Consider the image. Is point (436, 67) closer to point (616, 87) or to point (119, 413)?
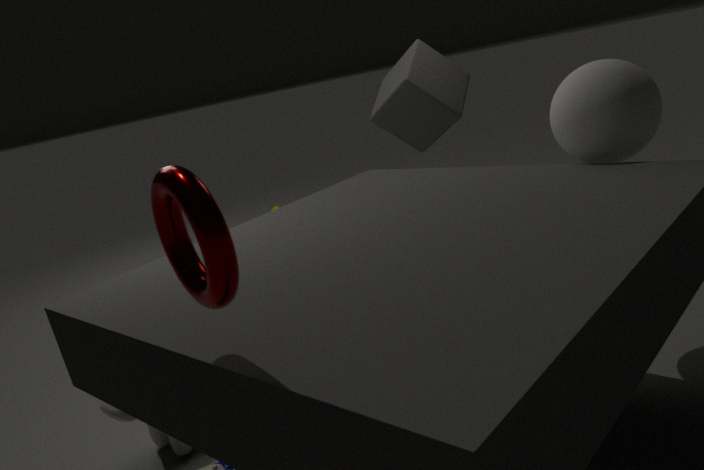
point (616, 87)
